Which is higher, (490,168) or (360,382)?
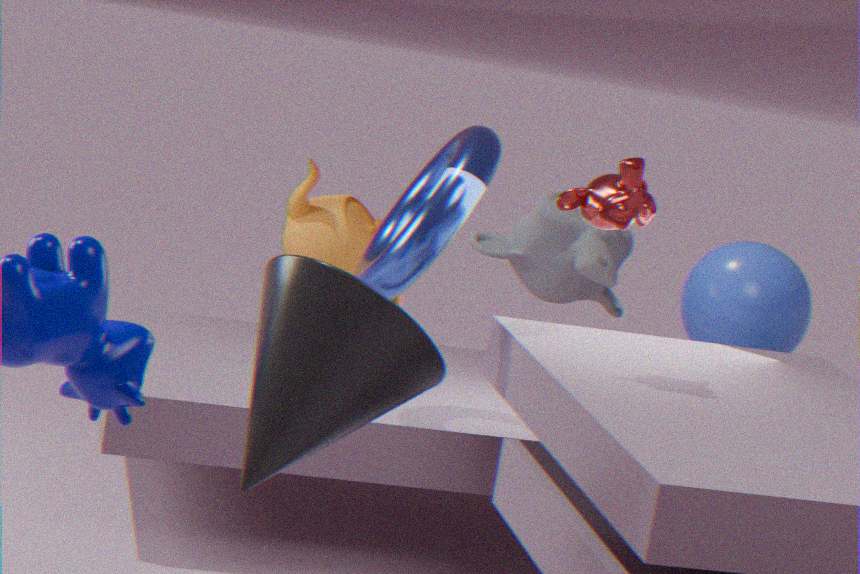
(490,168)
